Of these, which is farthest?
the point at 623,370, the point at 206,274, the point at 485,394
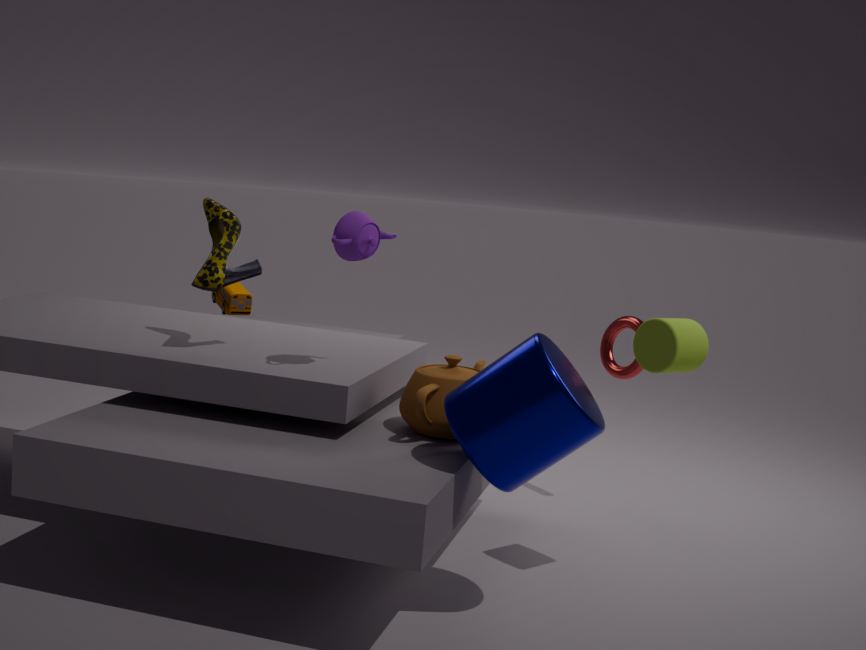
the point at 623,370
